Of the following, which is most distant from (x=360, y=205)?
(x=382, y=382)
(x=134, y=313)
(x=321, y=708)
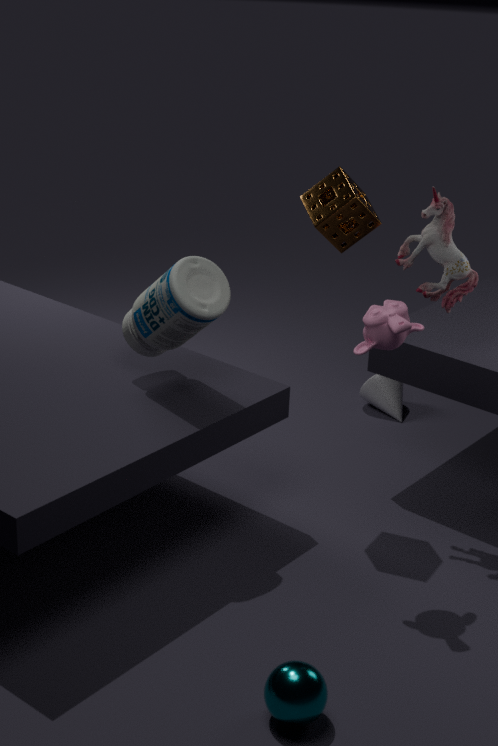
(x=321, y=708)
